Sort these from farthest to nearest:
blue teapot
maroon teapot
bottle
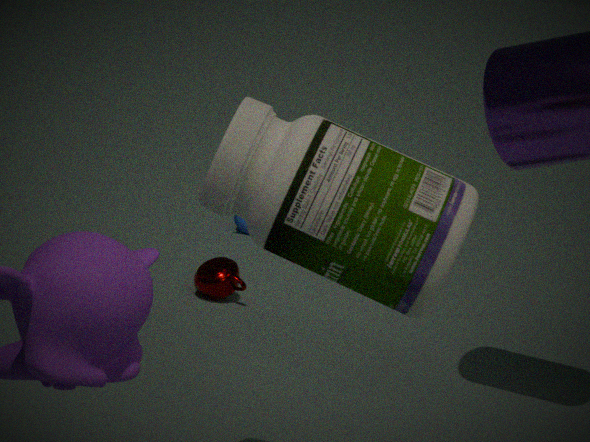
blue teapot → maroon teapot → bottle
